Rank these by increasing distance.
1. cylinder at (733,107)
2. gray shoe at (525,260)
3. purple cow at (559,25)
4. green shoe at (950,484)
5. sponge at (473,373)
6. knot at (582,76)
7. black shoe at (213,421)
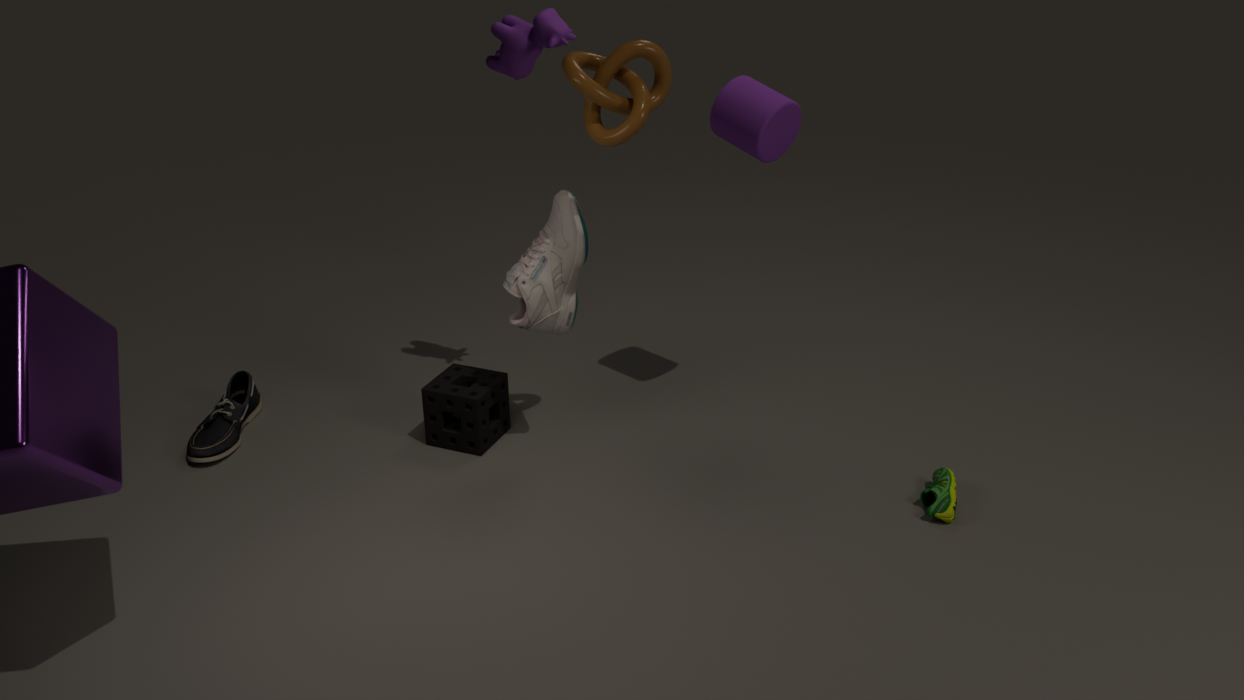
knot at (582,76) → green shoe at (950,484) → gray shoe at (525,260) → purple cow at (559,25) → cylinder at (733,107) → black shoe at (213,421) → sponge at (473,373)
